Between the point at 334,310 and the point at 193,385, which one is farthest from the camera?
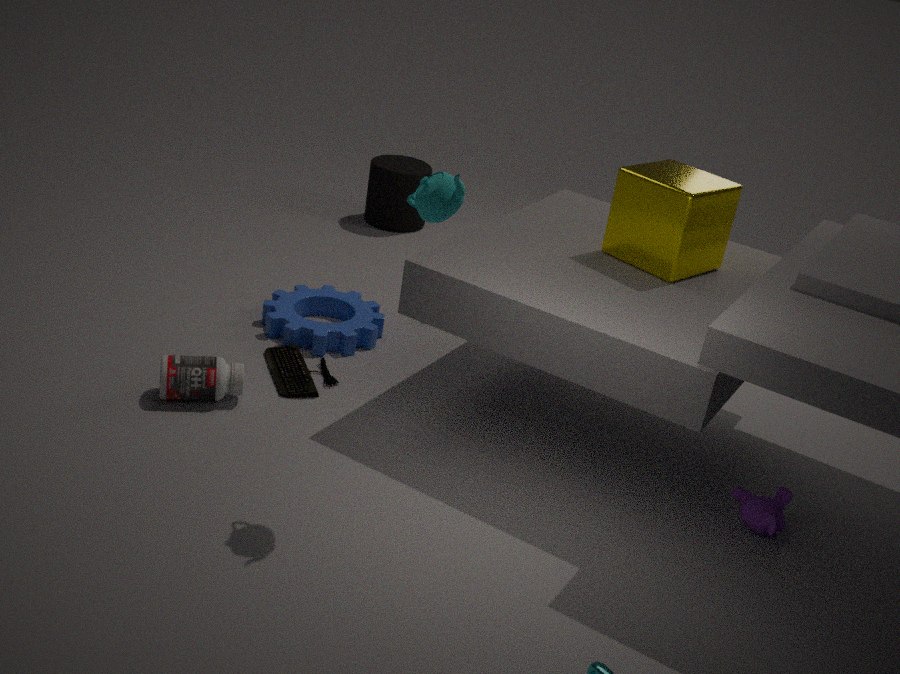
the point at 334,310
